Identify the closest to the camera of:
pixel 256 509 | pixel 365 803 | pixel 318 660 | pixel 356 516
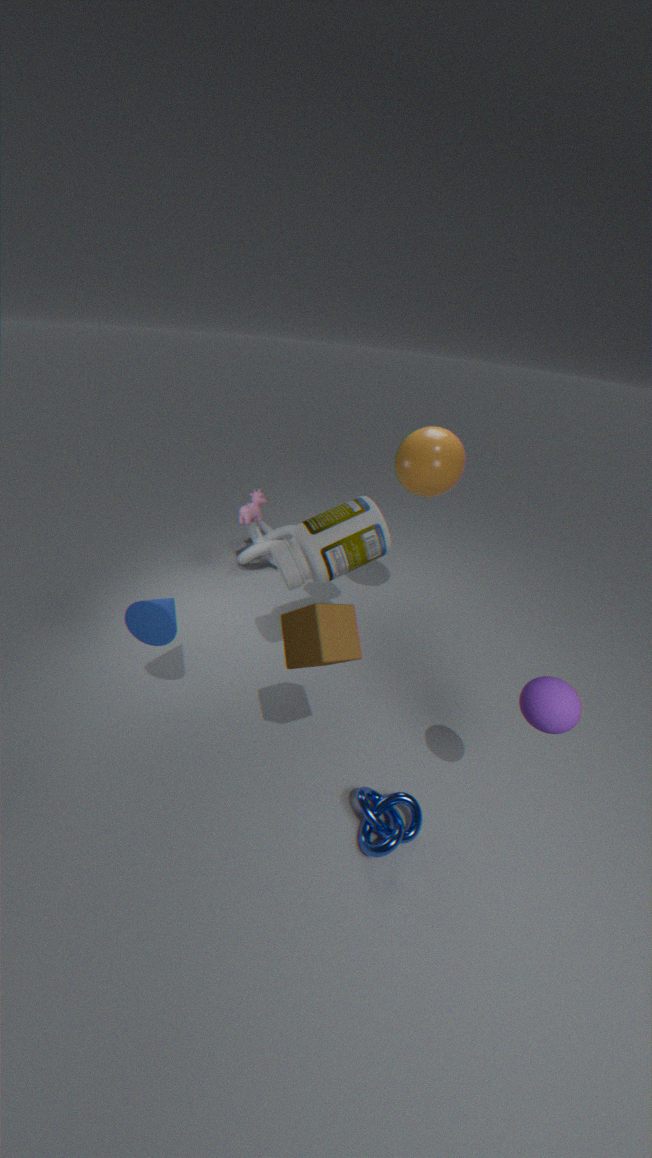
pixel 318 660
